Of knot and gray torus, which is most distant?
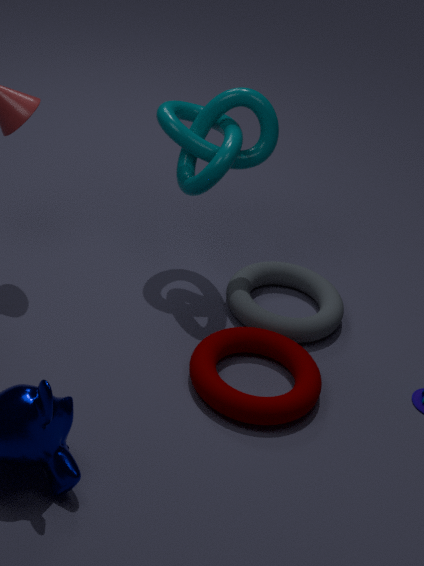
gray torus
